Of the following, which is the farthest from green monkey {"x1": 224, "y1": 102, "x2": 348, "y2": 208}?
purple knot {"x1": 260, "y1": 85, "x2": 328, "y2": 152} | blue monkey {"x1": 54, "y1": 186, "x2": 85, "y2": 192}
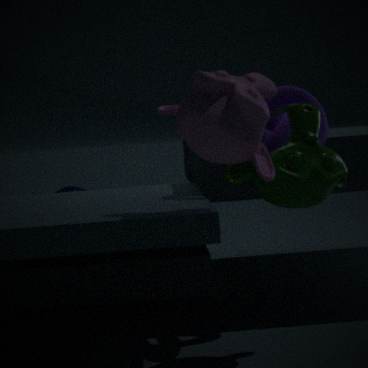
blue monkey {"x1": 54, "y1": 186, "x2": 85, "y2": 192}
